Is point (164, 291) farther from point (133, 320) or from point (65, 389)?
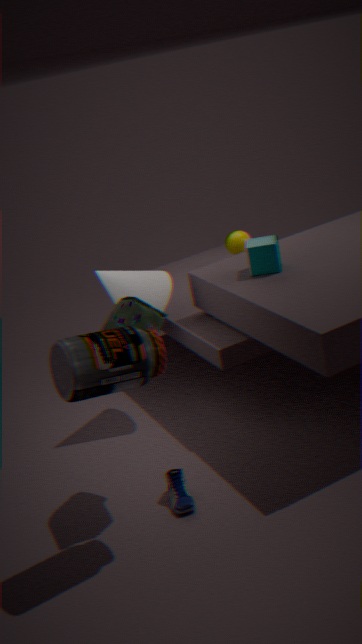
point (65, 389)
